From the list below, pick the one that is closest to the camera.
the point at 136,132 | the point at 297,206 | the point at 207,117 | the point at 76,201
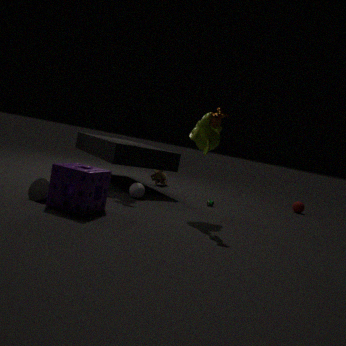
the point at 76,201
